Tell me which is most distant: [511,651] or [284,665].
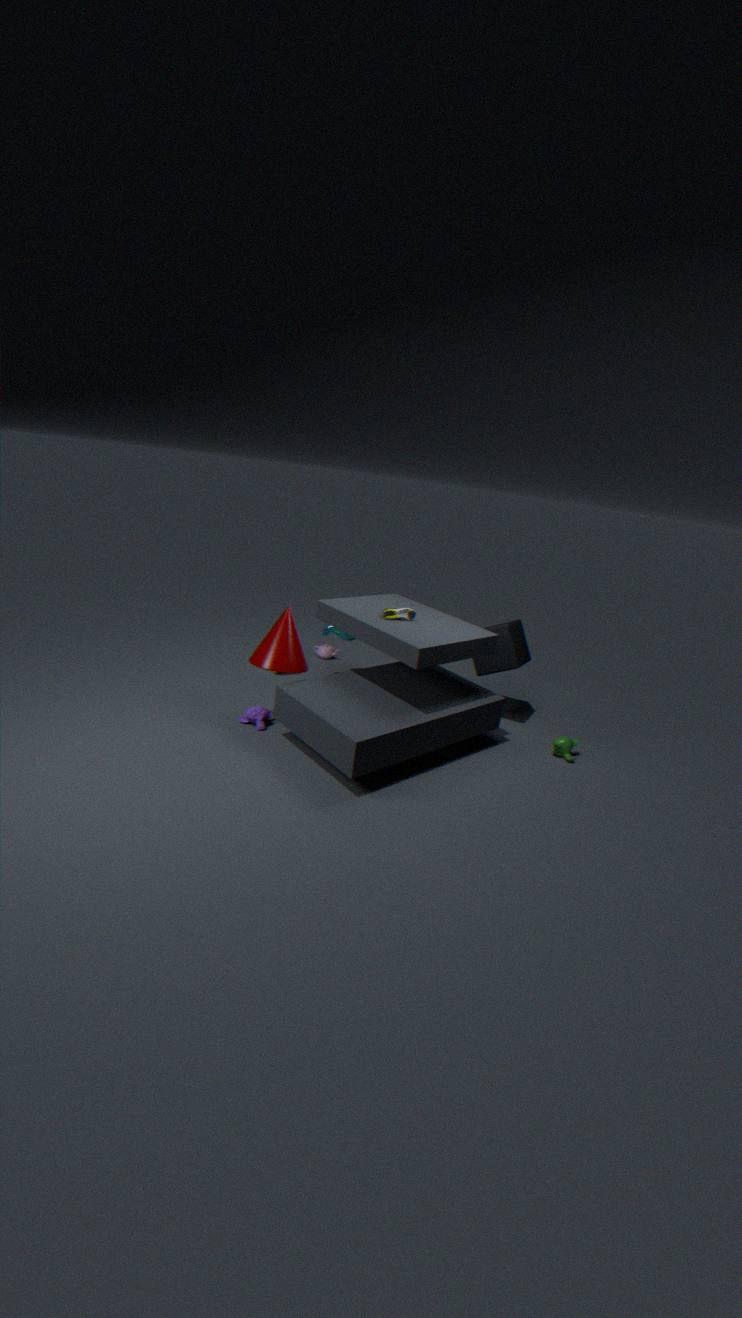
[511,651]
